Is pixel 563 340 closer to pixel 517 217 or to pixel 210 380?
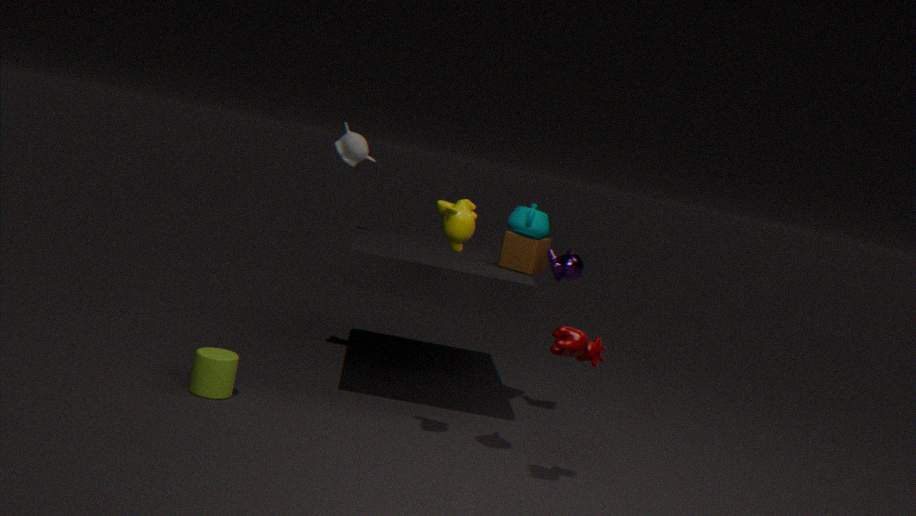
pixel 517 217
